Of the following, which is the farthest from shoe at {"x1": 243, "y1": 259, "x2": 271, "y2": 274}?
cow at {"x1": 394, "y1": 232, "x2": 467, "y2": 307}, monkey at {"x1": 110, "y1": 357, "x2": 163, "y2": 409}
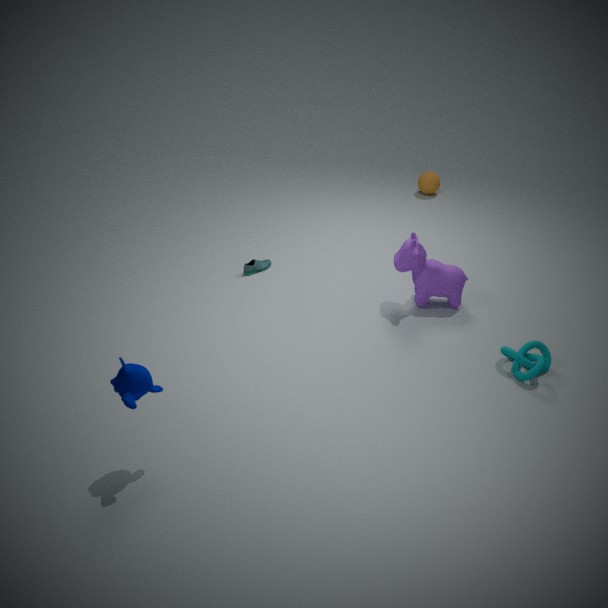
monkey at {"x1": 110, "y1": 357, "x2": 163, "y2": 409}
